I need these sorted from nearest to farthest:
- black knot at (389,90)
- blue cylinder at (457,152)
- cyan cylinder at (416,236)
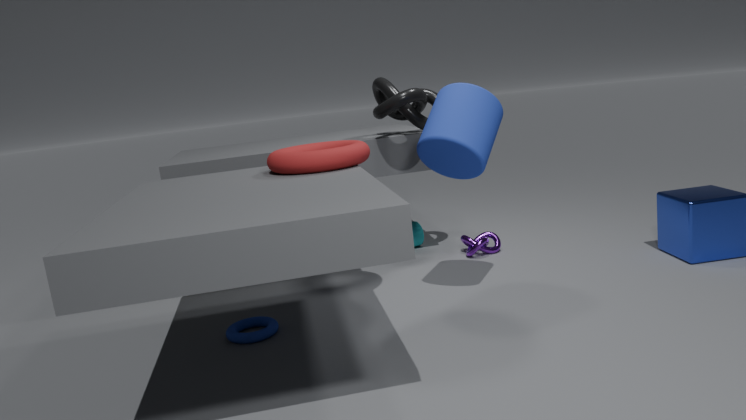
blue cylinder at (457,152)
black knot at (389,90)
cyan cylinder at (416,236)
